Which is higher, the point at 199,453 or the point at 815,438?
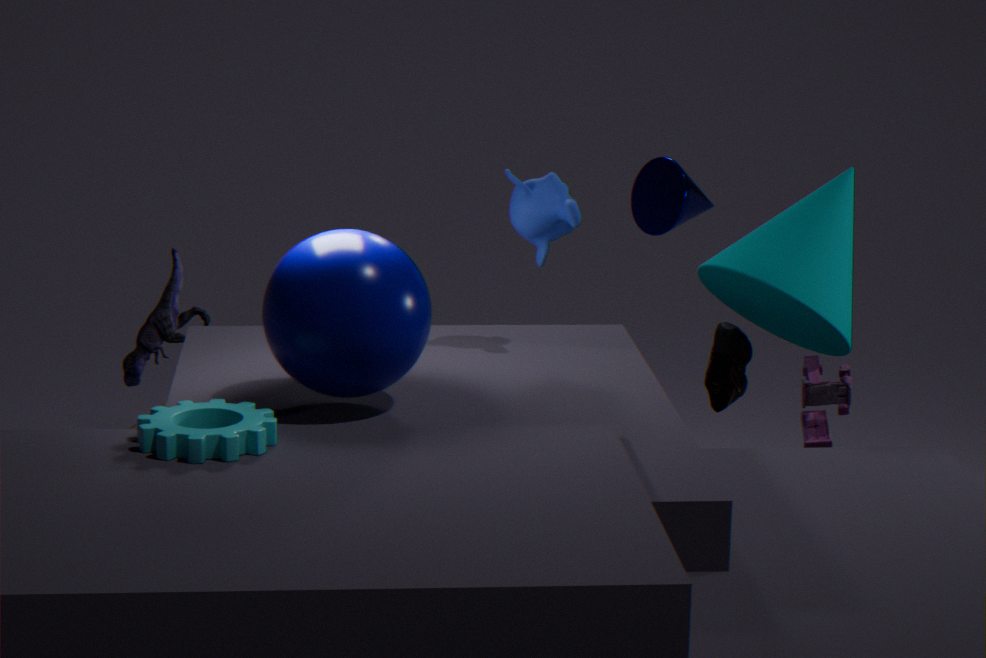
the point at 199,453
